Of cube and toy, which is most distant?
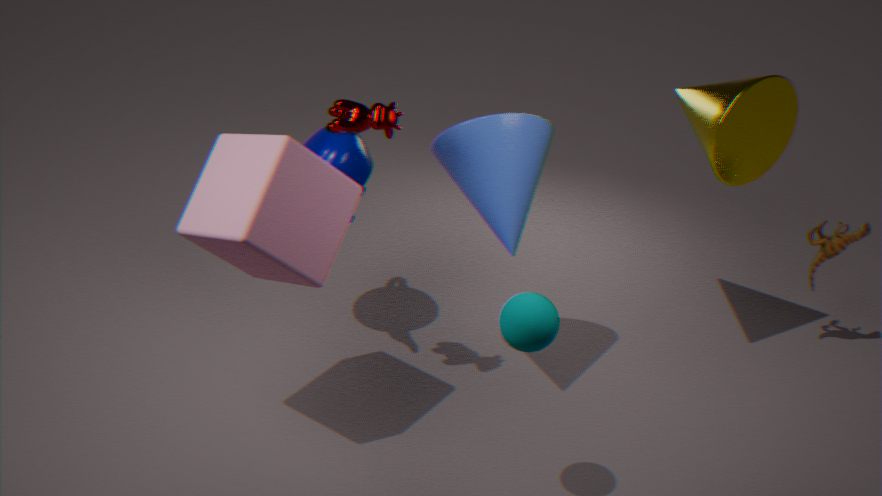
toy
